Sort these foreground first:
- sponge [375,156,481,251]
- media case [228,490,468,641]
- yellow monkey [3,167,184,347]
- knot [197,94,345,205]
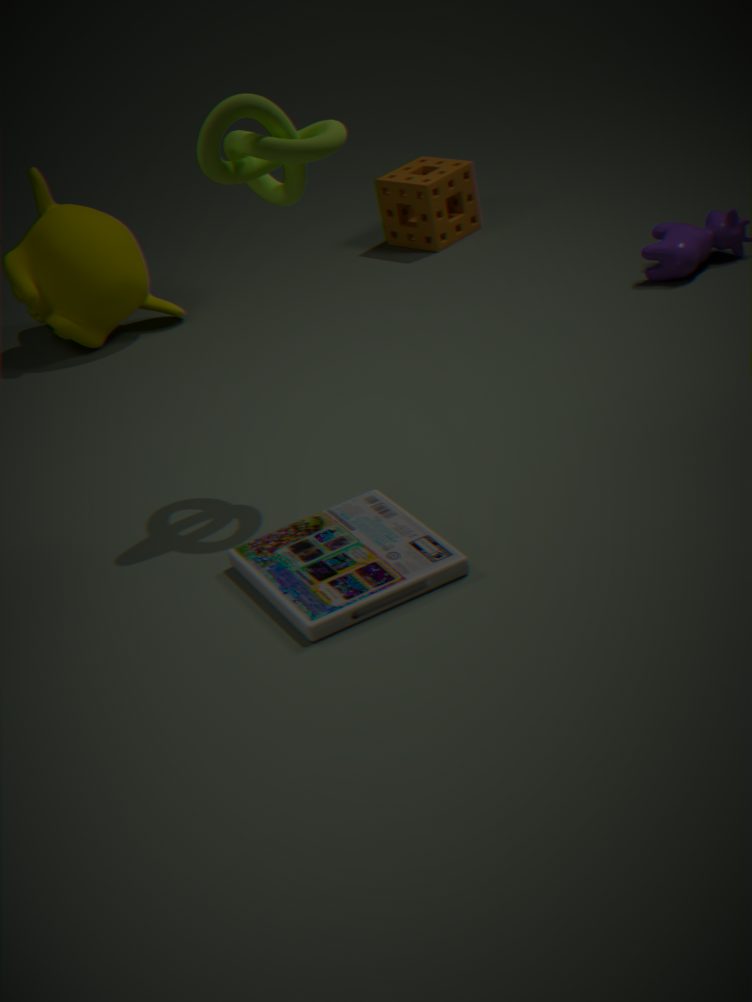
media case [228,490,468,641], knot [197,94,345,205], yellow monkey [3,167,184,347], sponge [375,156,481,251]
